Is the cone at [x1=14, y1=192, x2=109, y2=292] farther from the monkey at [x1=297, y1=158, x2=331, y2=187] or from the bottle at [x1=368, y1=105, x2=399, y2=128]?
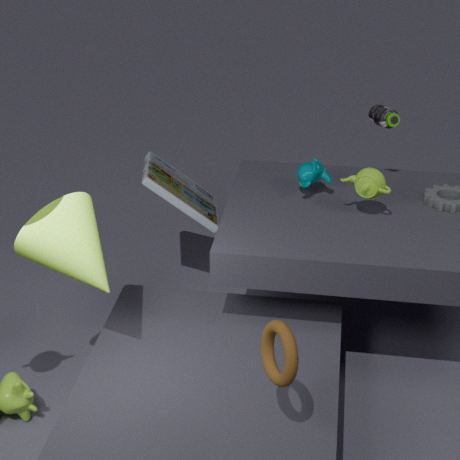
the bottle at [x1=368, y1=105, x2=399, y2=128]
